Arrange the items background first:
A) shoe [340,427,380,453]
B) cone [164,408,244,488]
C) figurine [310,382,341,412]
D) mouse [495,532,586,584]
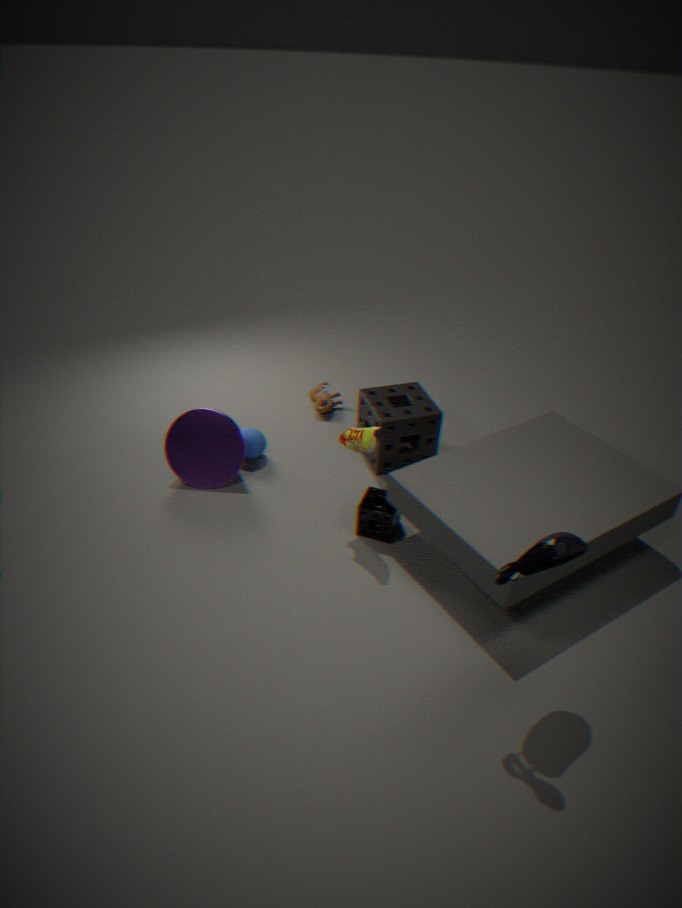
1. figurine [310,382,341,412]
2. cone [164,408,244,488]
3. shoe [340,427,380,453]
4. mouse [495,532,586,584]
